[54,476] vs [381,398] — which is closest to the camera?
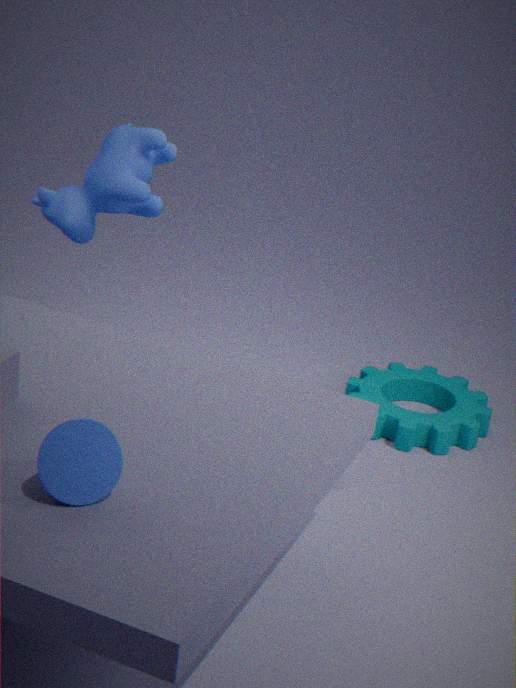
[54,476]
